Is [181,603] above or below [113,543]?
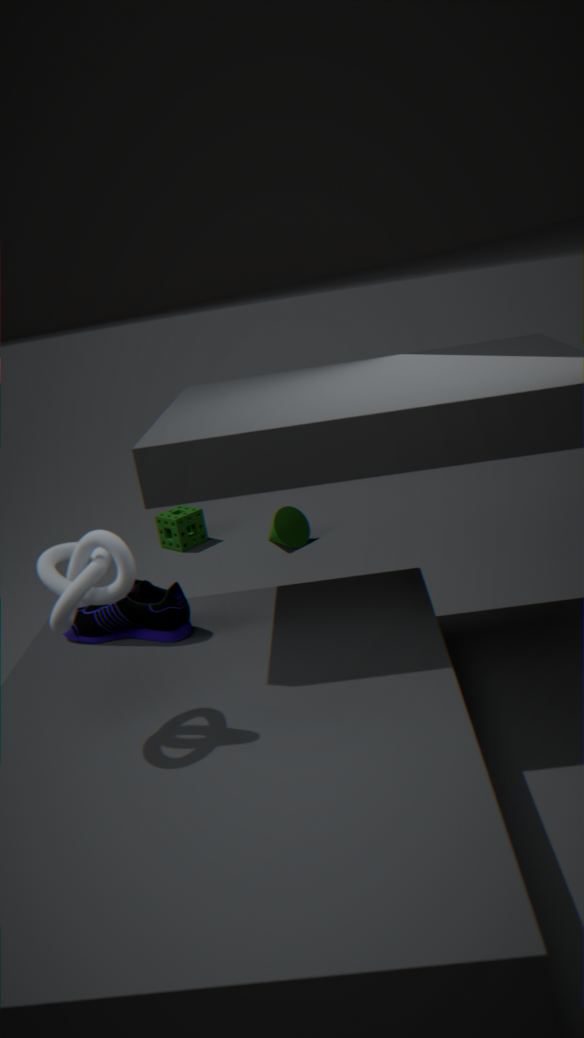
below
